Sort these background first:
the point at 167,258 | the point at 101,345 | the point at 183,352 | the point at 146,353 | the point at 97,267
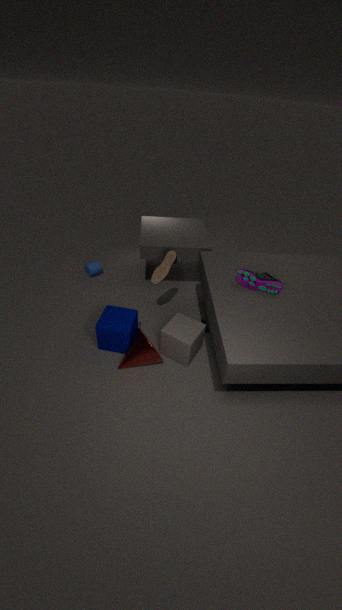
the point at 97,267 → the point at 167,258 → the point at 101,345 → the point at 183,352 → the point at 146,353
